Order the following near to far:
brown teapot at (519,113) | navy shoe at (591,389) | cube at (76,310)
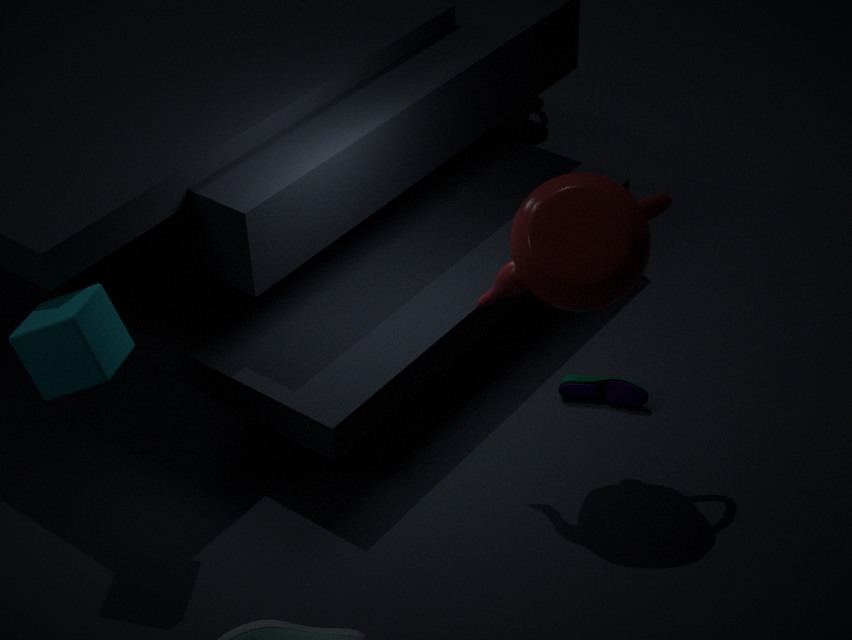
cube at (76,310) < navy shoe at (591,389) < brown teapot at (519,113)
